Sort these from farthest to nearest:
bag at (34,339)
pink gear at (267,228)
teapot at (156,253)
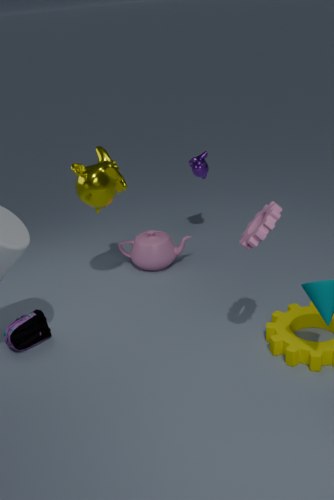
teapot at (156,253) → bag at (34,339) → pink gear at (267,228)
